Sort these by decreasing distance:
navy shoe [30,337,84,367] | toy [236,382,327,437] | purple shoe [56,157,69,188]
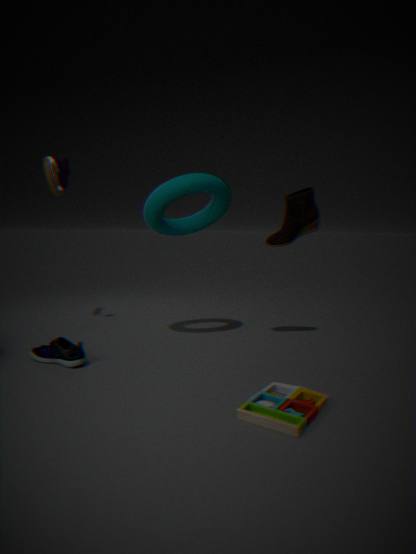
purple shoe [56,157,69,188], navy shoe [30,337,84,367], toy [236,382,327,437]
